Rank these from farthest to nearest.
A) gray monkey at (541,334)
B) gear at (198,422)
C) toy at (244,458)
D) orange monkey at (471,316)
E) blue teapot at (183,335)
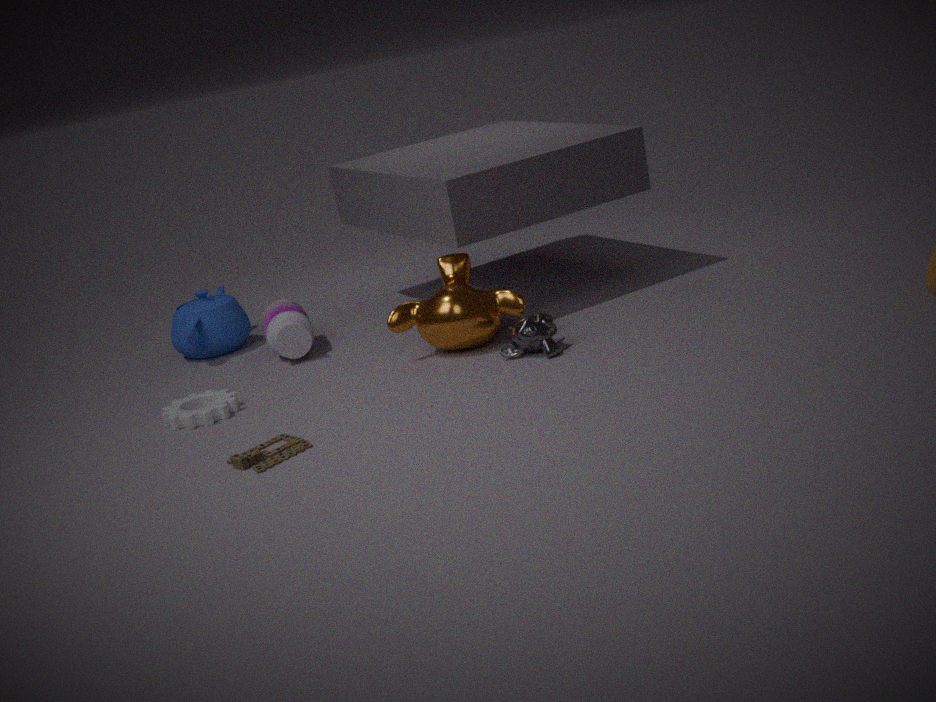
blue teapot at (183,335)
orange monkey at (471,316)
gray monkey at (541,334)
gear at (198,422)
toy at (244,458)
